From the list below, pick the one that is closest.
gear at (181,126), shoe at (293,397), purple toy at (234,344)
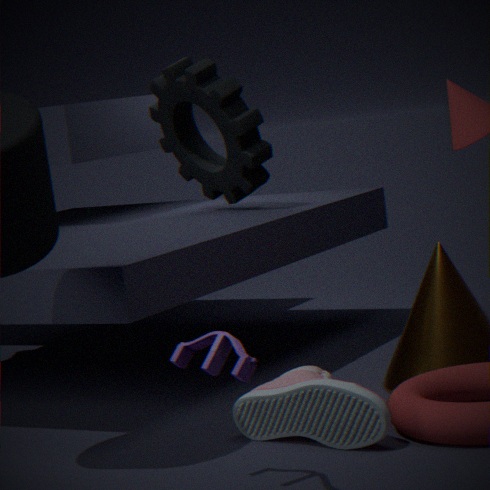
purple toy at (234,344)
